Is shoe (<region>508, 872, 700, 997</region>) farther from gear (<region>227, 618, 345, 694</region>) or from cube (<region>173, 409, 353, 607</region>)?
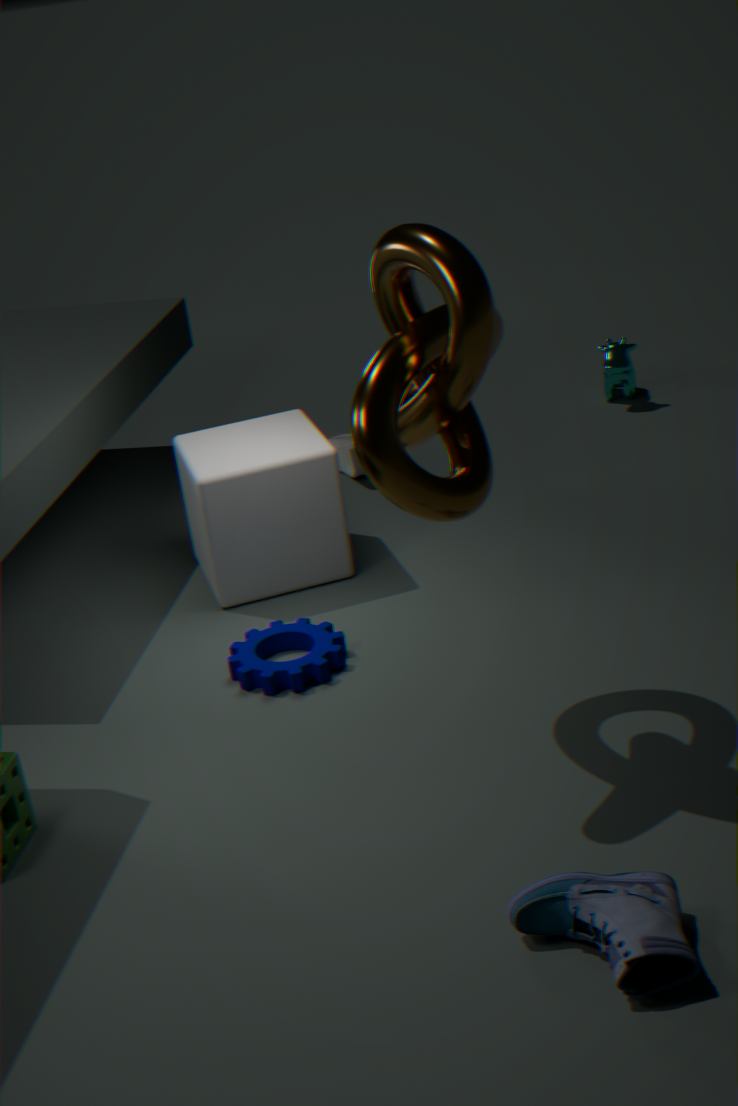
cube (<region>173, 409, 353, 607</region>)
